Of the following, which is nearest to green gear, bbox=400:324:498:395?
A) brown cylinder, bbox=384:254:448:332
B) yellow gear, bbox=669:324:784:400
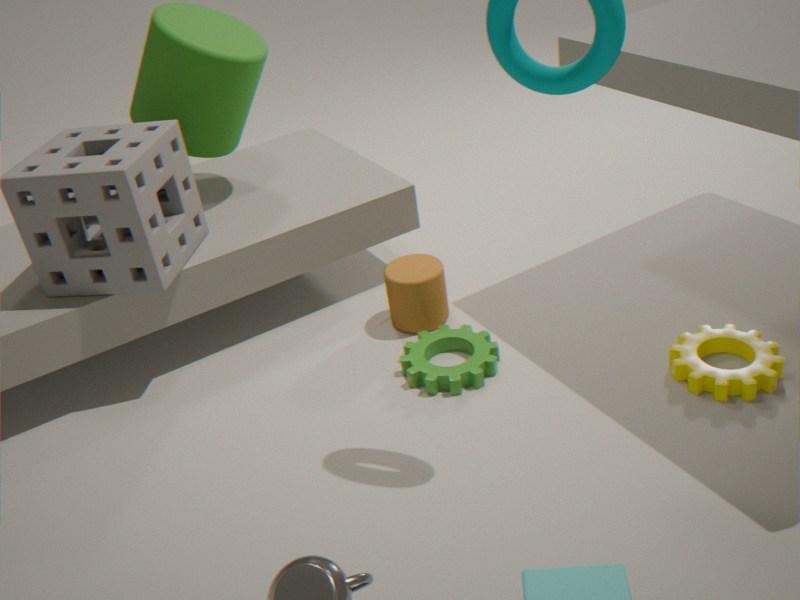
brown cylinder, bbox=384:254:448:332
